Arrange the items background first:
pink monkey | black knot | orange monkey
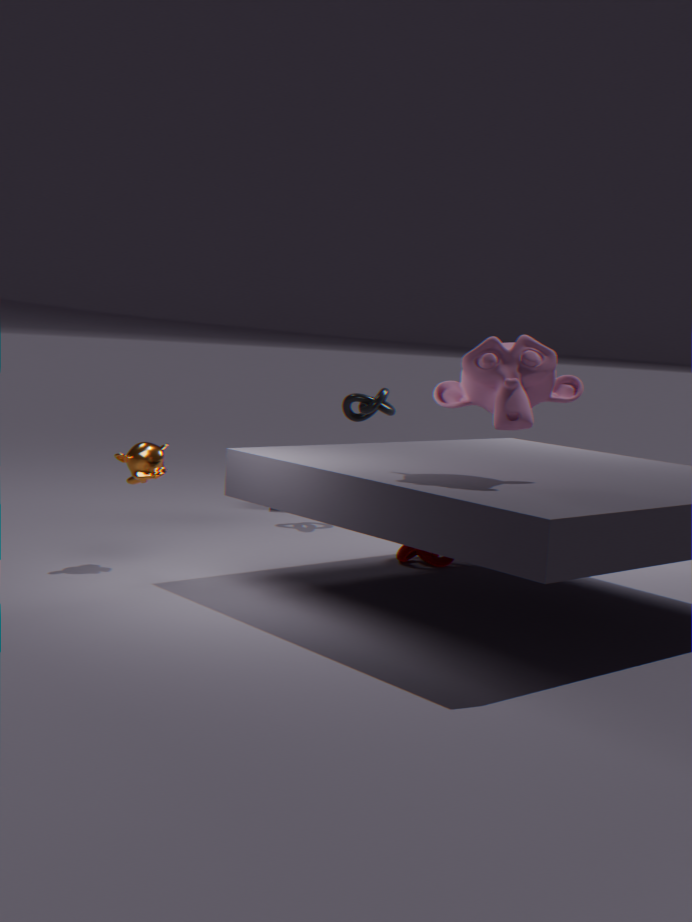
black knot → orange monkey → pink monkey
